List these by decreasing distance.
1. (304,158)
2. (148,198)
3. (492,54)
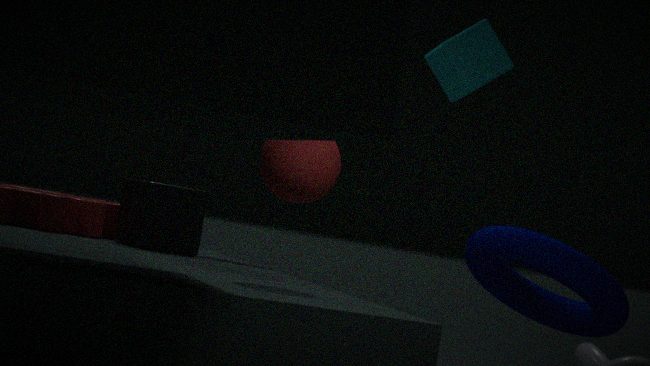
(492,54)
(148,198)
(304,158)
